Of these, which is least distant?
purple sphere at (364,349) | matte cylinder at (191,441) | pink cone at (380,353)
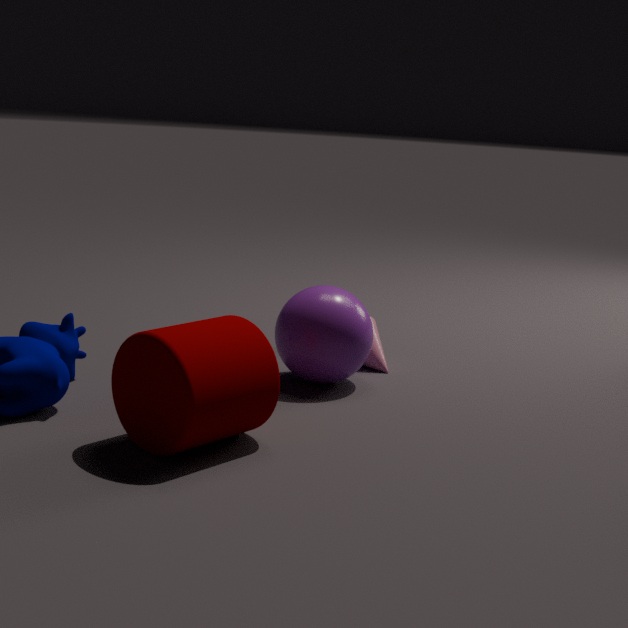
matte cylinder at (191,441)
